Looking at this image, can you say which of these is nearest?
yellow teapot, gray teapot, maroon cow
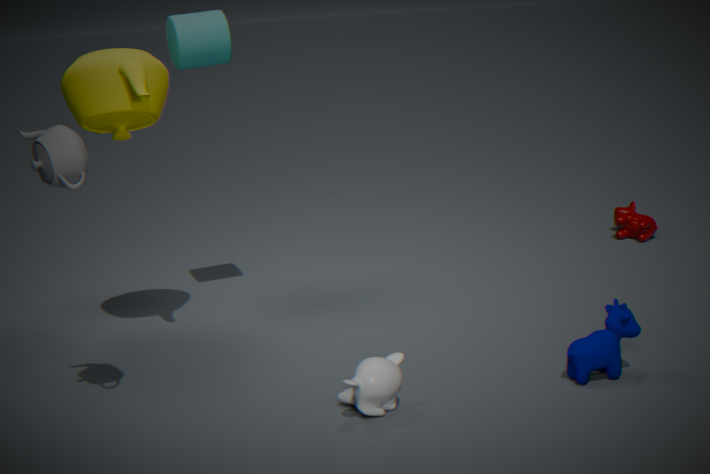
gray teapot
